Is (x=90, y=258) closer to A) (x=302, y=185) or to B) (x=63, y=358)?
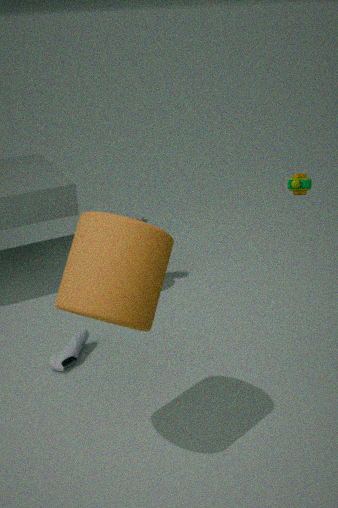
B) (x=63, y=358)
